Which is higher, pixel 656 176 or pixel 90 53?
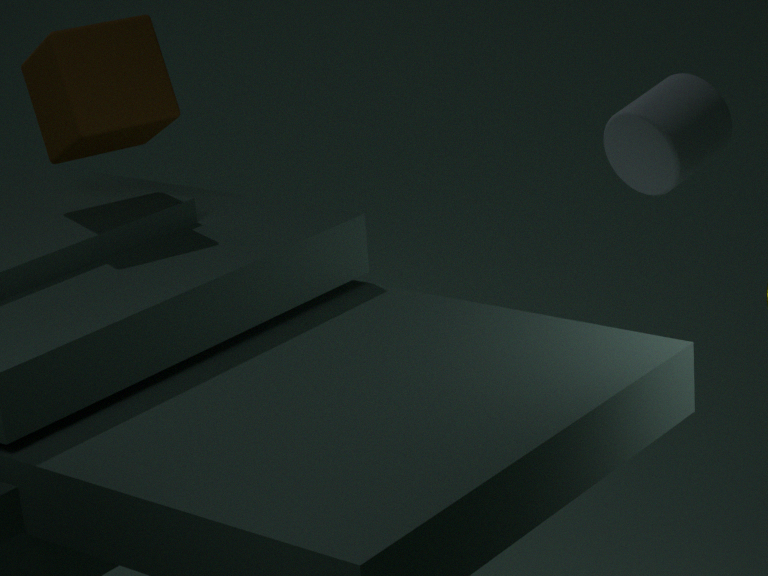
pixel 90 53
